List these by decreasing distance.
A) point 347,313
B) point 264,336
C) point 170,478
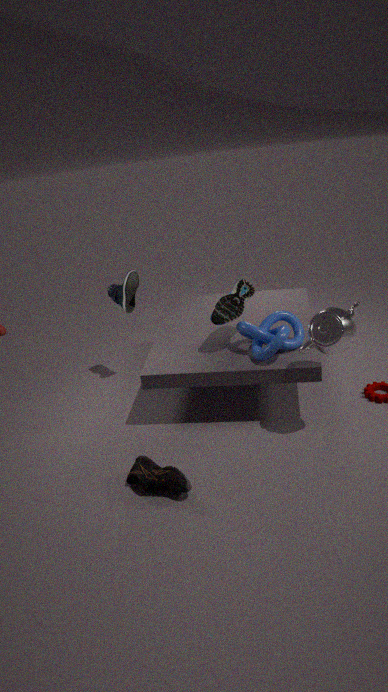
point 264,336 < point 347,313 < point 170,478
